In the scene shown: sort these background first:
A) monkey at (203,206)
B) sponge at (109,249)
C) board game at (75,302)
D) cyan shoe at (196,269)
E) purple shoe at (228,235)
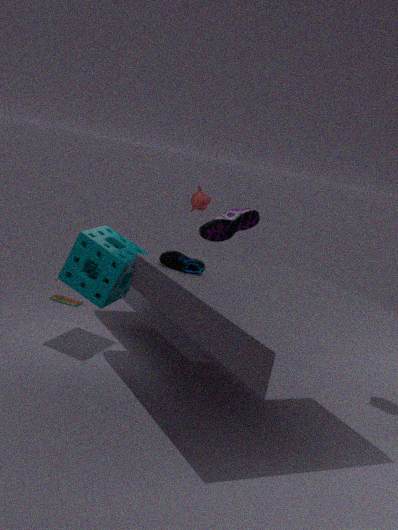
board game at (75,302)
monkey at (203,206)
purple shoe at (228,235)
sponge at (109,249)
cyan shoe at (196,269)
